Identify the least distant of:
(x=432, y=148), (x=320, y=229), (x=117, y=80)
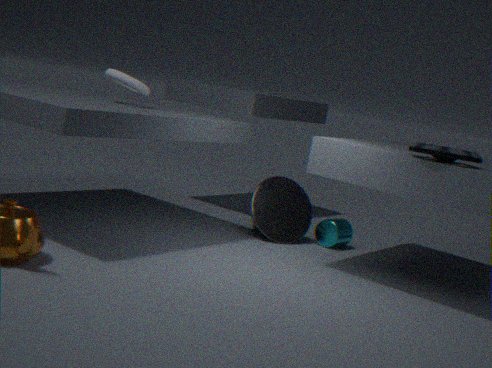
(x=432, y=148)
